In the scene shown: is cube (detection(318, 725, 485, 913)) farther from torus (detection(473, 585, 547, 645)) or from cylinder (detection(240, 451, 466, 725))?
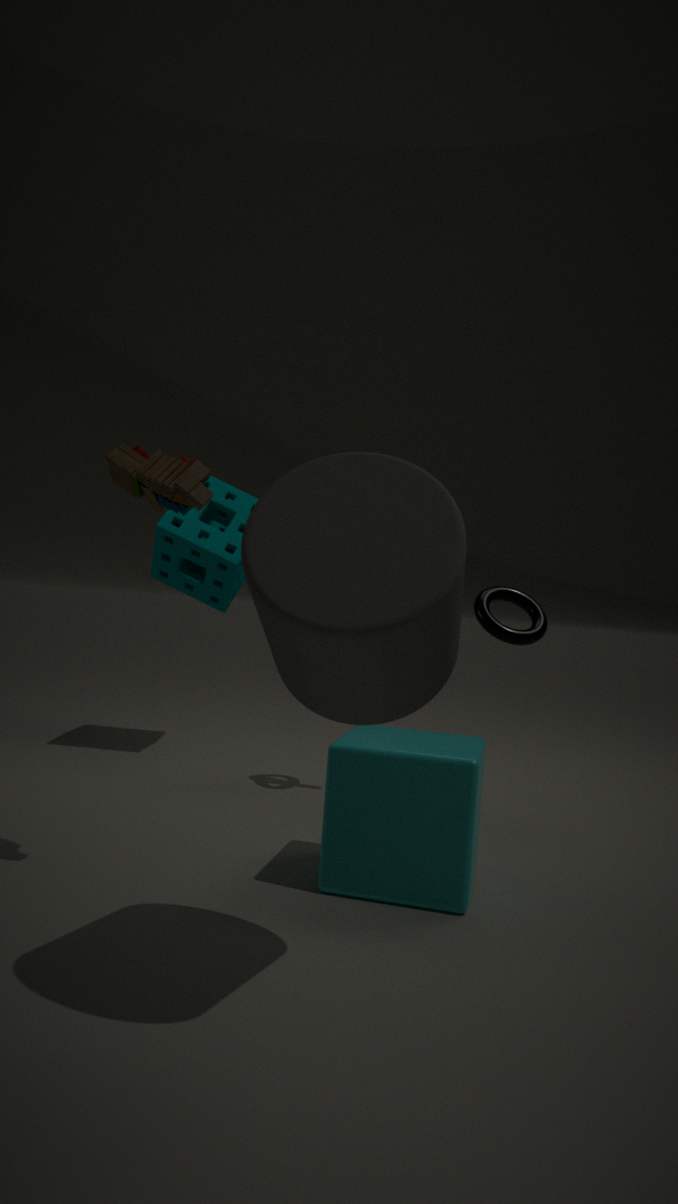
torus (detection(473, 585, 547, 645))
